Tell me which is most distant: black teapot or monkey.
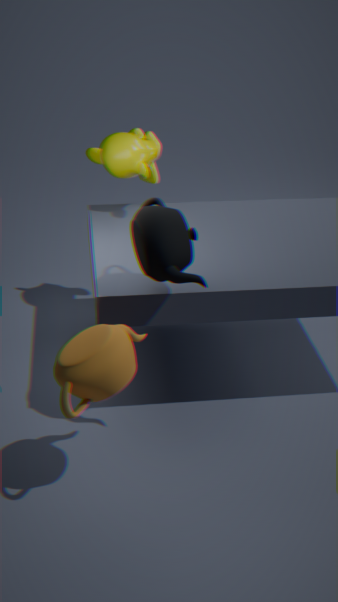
monkey
